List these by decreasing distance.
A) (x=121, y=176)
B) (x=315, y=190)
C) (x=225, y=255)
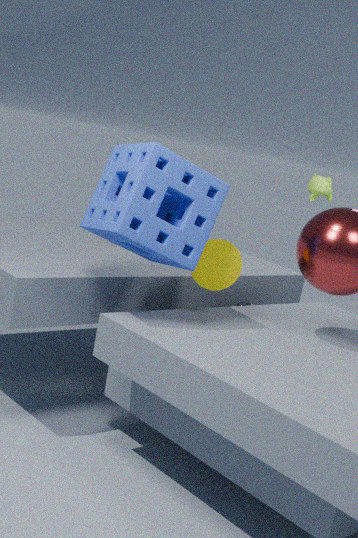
(x=315, y=190), (x=225, y=255), (x=121, y=176)
